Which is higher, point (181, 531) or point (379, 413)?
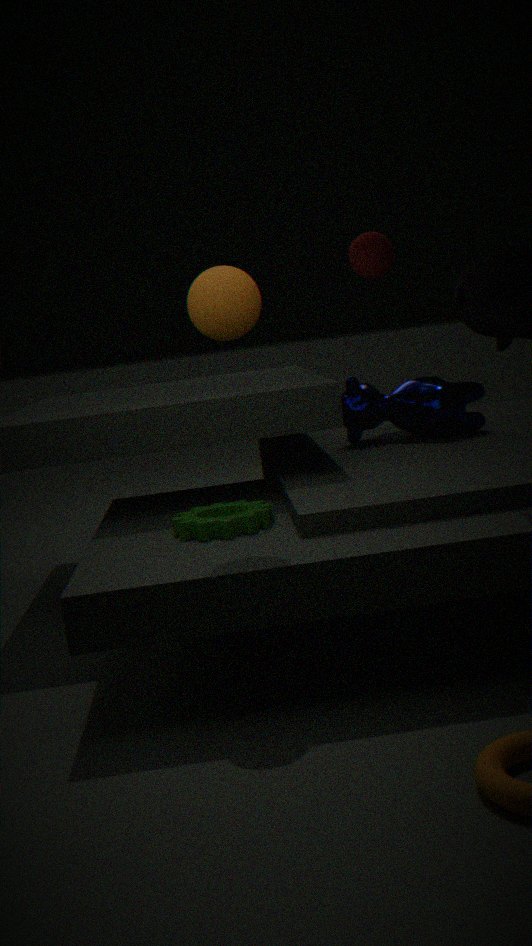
point (379, 413)
